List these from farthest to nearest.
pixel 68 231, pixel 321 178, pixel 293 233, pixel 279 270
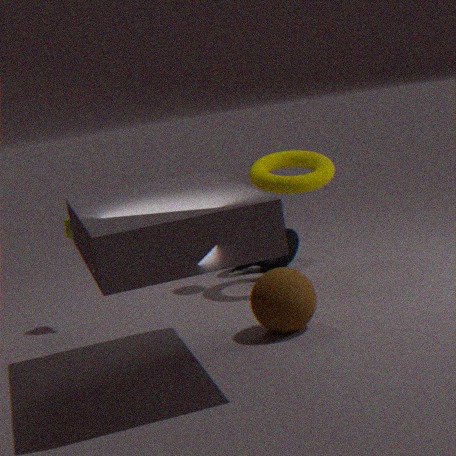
pixel 293 233 < pixel 321 178 < pixel 68 231 < pixel 279 270
